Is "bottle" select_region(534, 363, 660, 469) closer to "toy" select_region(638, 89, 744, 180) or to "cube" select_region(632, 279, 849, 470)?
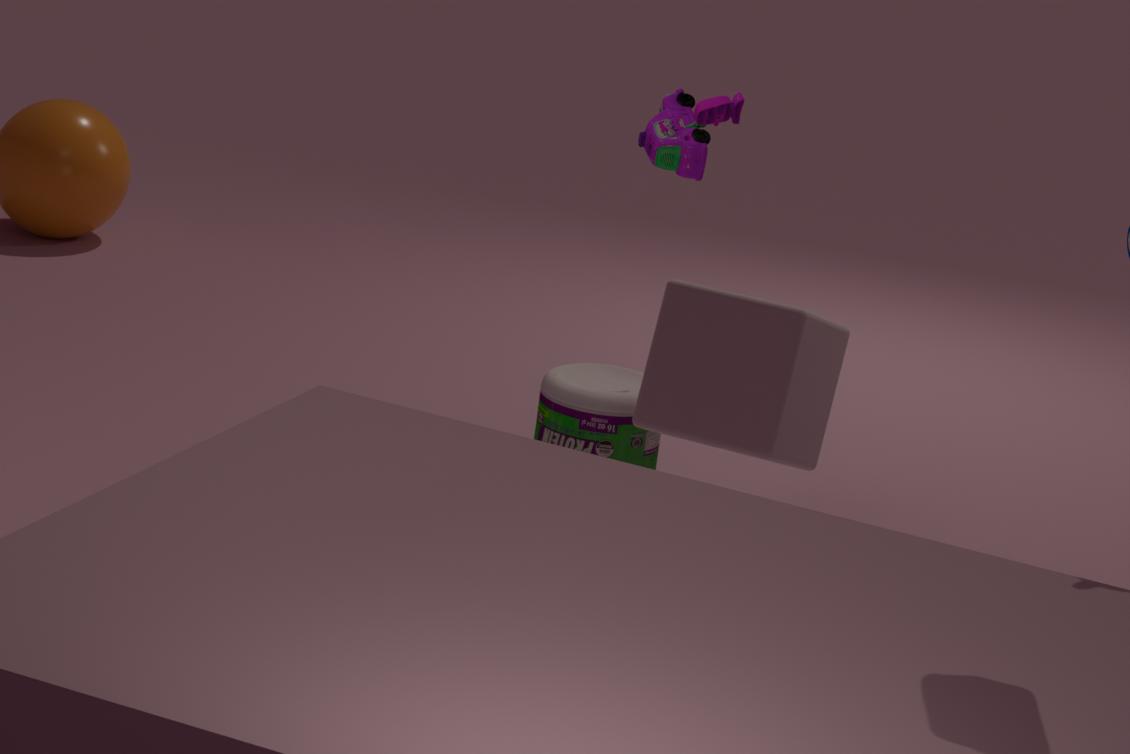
"toy" select_region(638, 89, 744, 180)
